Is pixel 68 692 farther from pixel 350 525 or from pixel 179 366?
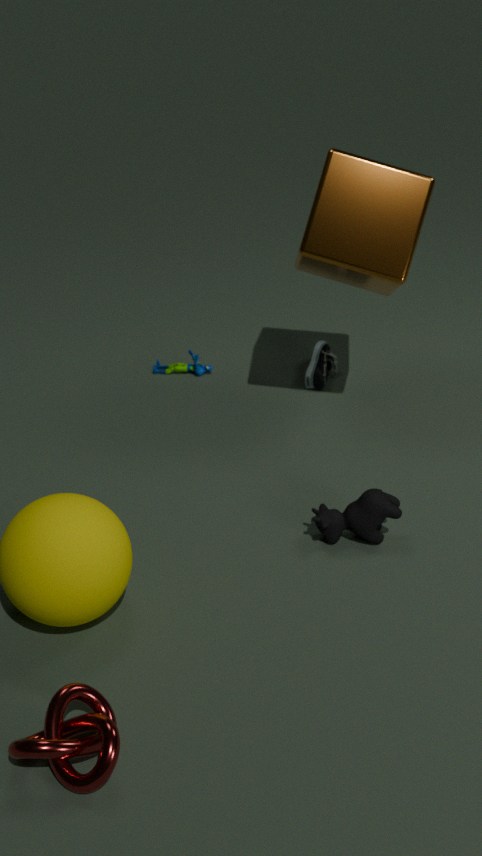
pixel 179 366
